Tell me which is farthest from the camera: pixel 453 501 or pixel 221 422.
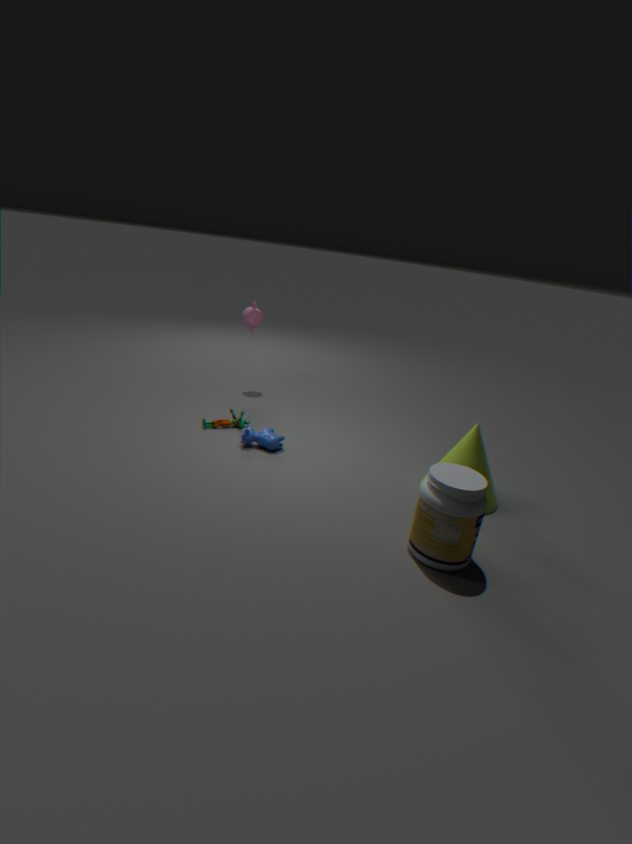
pixel 221 422
